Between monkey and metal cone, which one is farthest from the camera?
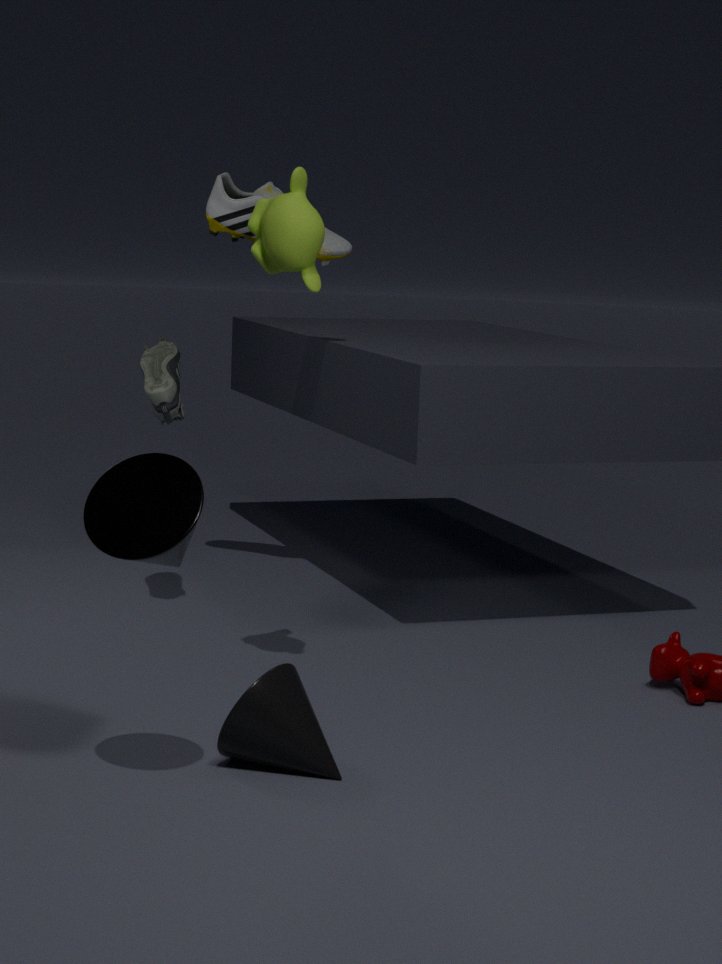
monkey
